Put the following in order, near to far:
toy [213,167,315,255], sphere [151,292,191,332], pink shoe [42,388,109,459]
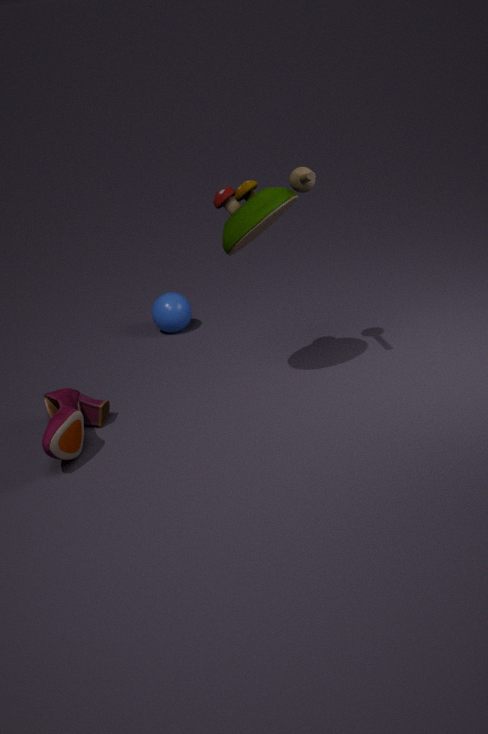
pink shoe [42,388,109,459] < toy [213,167,315,255] < sphere [151,292,191,332]
